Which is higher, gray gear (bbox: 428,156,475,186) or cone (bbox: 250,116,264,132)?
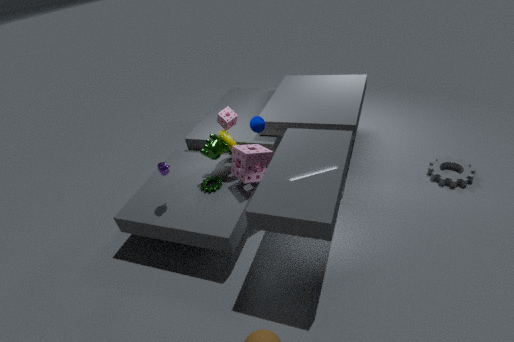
cone (bbox: 250,116,264,132)
